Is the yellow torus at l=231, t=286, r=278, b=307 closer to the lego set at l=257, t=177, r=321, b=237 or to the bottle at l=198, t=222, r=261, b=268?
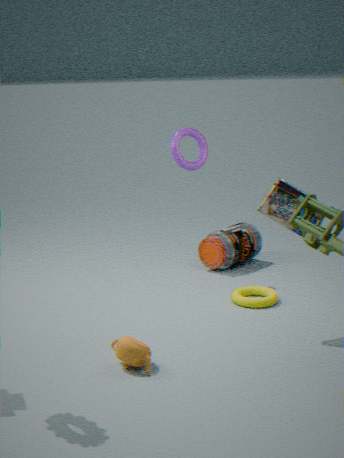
the bottle at l=198, t=222, r=261, b=268
